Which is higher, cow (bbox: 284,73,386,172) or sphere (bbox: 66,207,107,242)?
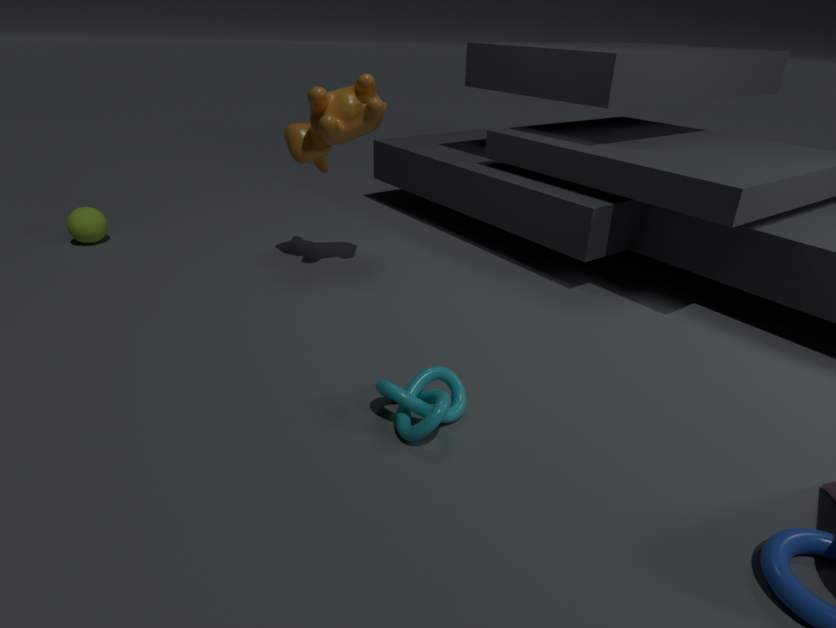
cow (bbox: 284,73,386,172)
